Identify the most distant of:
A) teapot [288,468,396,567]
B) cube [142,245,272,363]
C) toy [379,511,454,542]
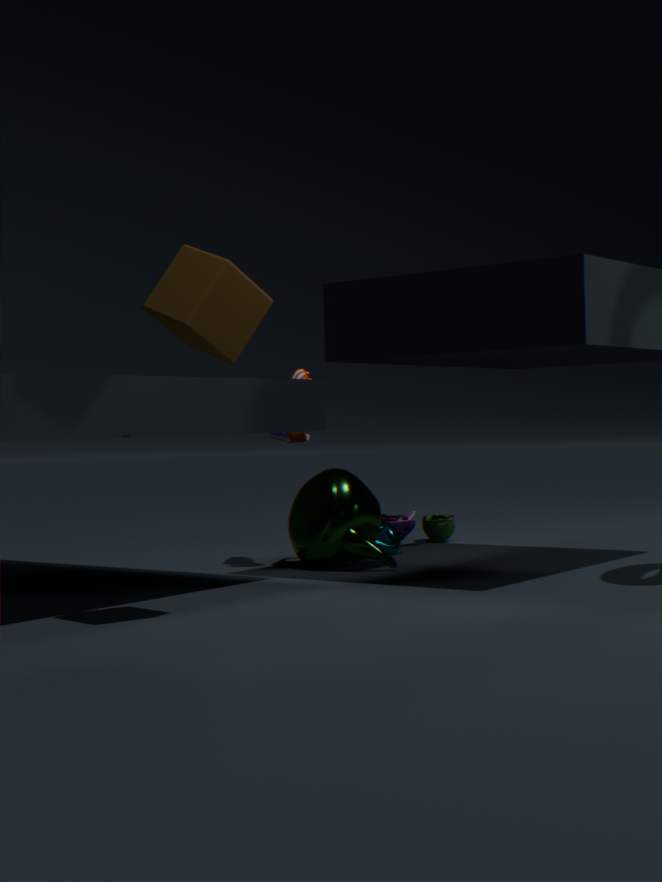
toy [379,511,454,542]
